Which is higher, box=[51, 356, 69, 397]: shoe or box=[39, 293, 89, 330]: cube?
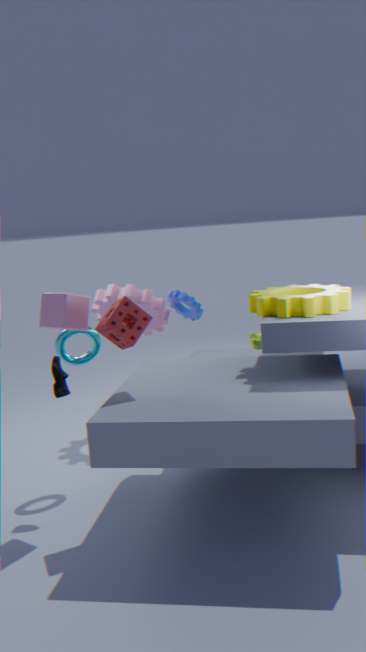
box=[39, 293, 89, 330]: cube
